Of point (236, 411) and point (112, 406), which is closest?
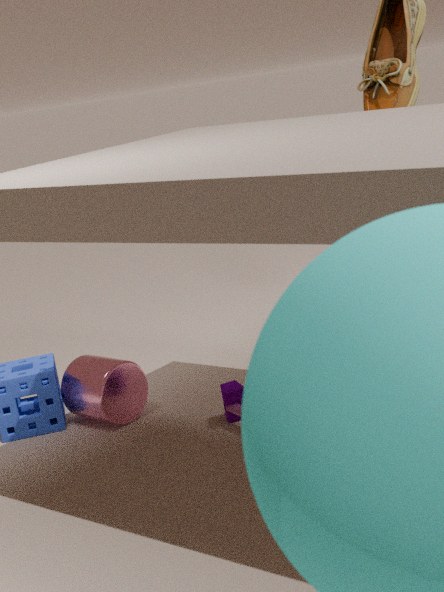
point (236, 411)
